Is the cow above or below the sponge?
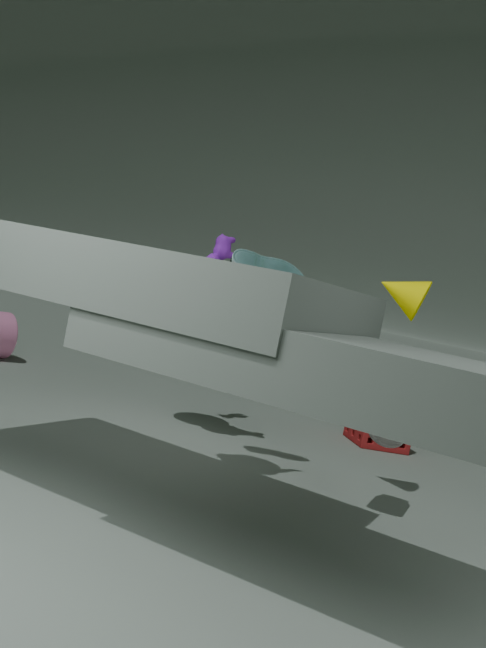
above
